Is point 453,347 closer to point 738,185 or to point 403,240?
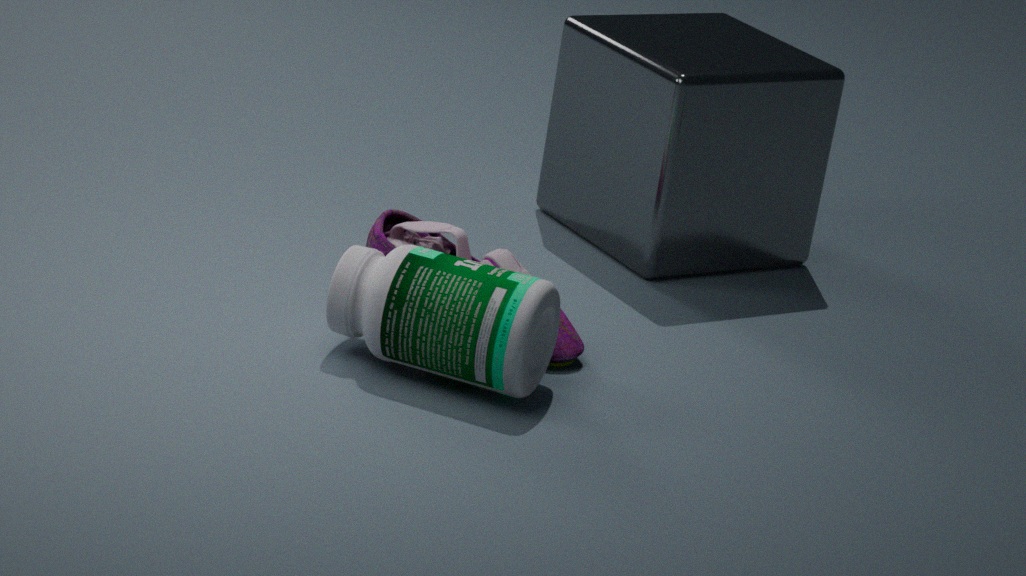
point 403,240
